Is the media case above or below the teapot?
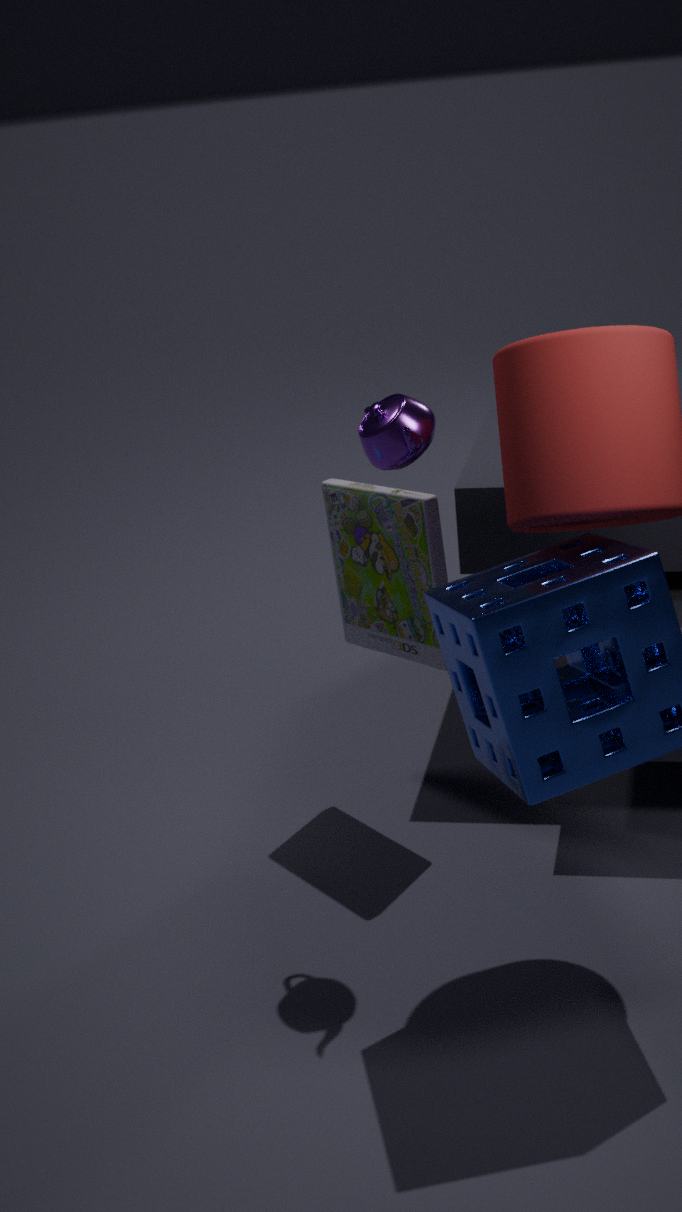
below
